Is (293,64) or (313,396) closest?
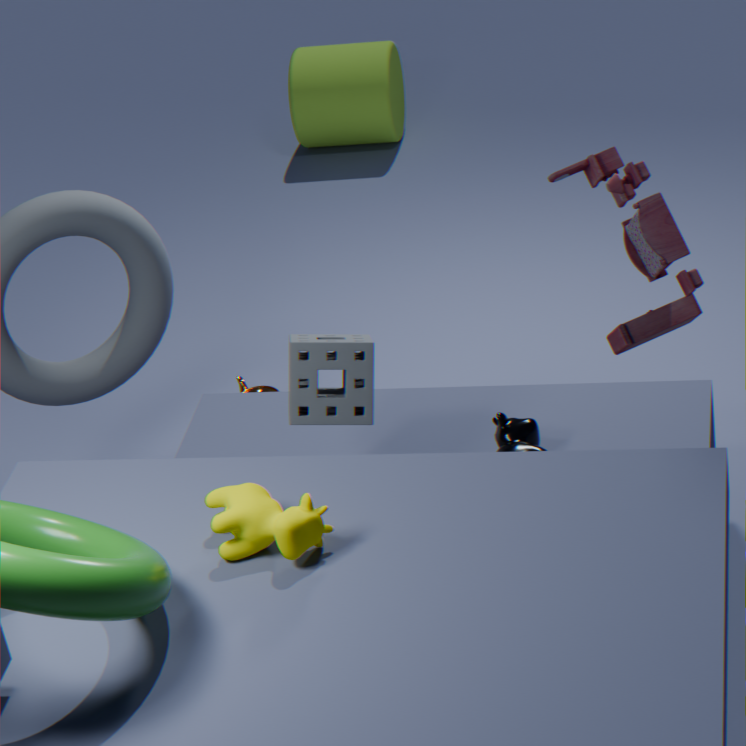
(313,396)
